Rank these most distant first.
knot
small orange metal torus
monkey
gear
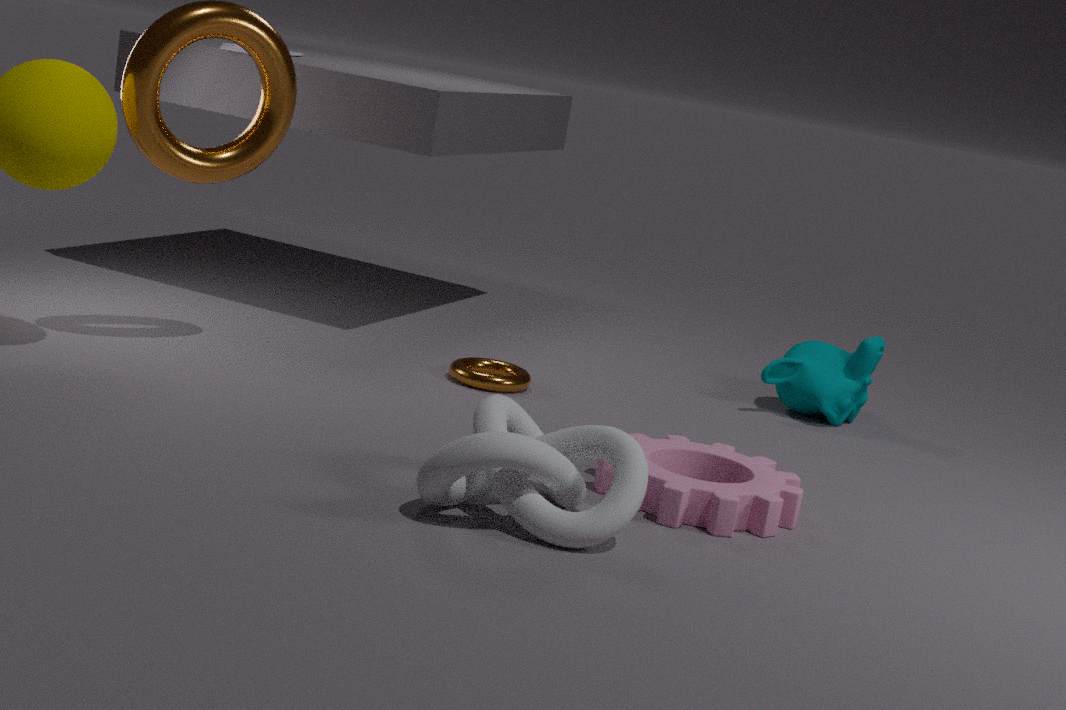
1. monkey
2. small orange metal torus
3. gear
4. knot
